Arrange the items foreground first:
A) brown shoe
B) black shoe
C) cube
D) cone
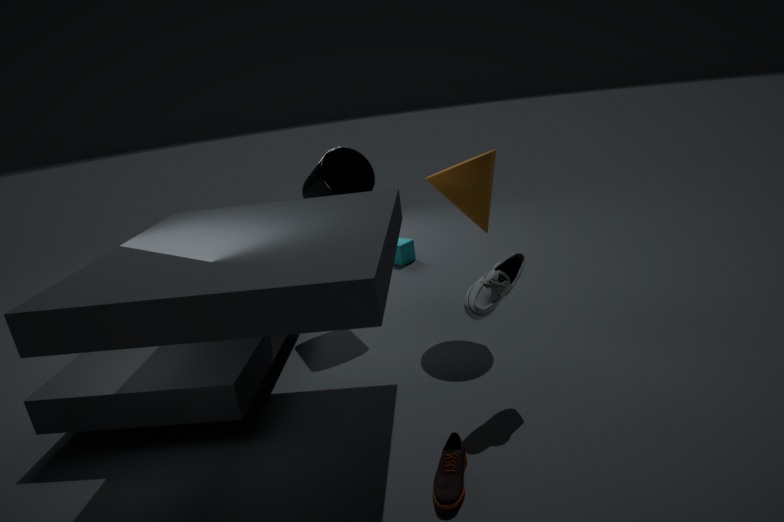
1. brown shoe
2. black shoe
3. cone
4. cube
